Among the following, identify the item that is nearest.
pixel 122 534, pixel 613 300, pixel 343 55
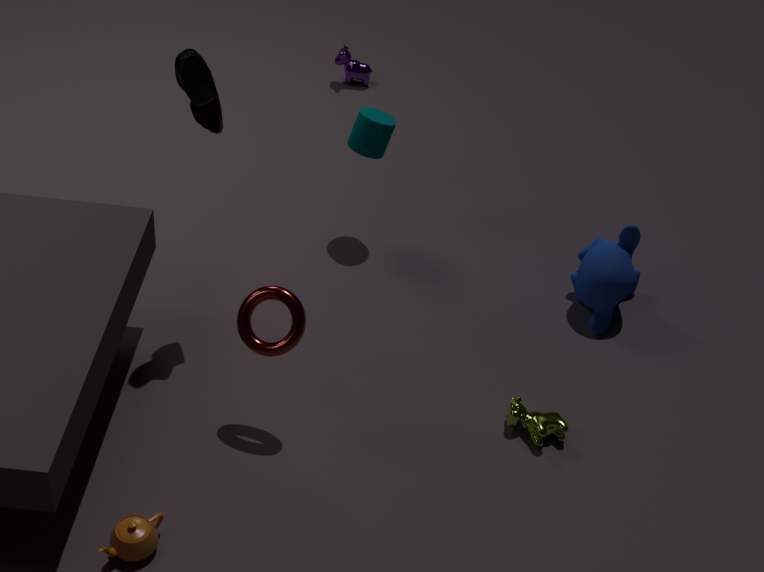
pixel 122 534
